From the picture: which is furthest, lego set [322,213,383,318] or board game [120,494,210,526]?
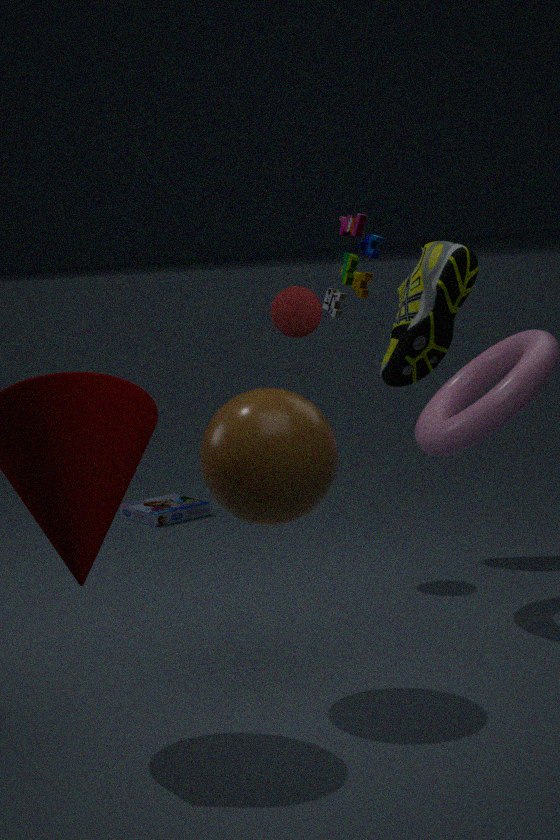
board game [120,494,210,526]
